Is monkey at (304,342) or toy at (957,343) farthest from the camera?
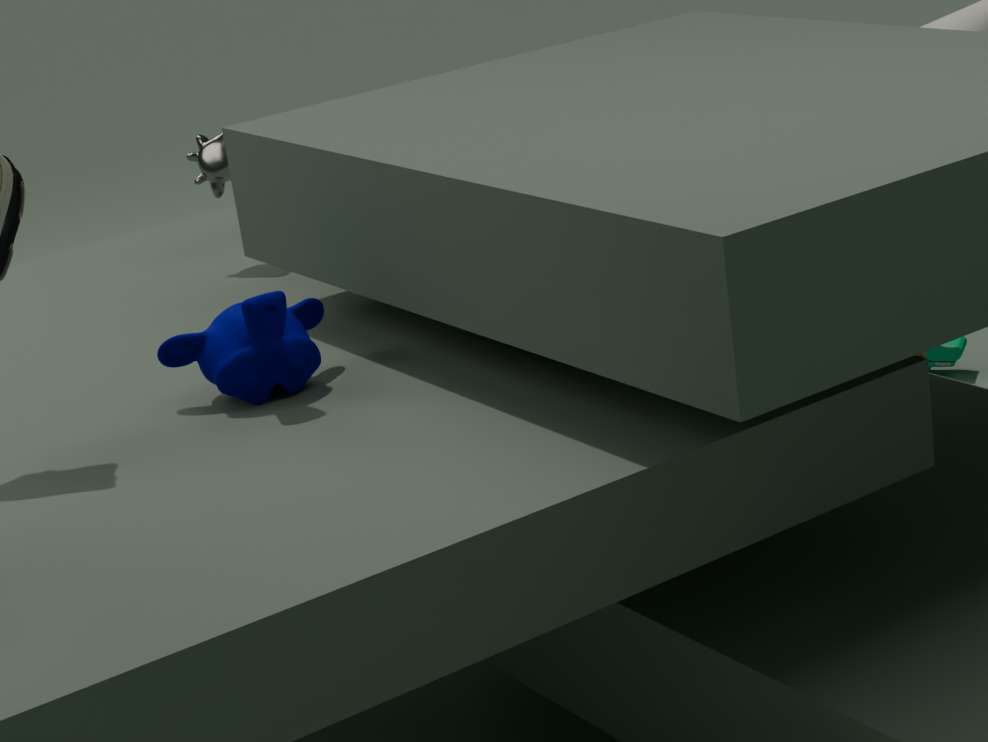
toy at (957,343)
